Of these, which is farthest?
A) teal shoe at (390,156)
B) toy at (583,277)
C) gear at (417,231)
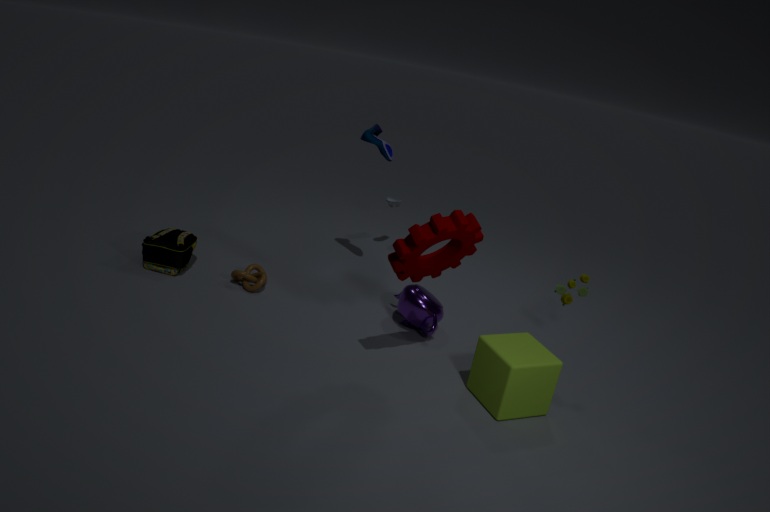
teal shoe at (390,156)
